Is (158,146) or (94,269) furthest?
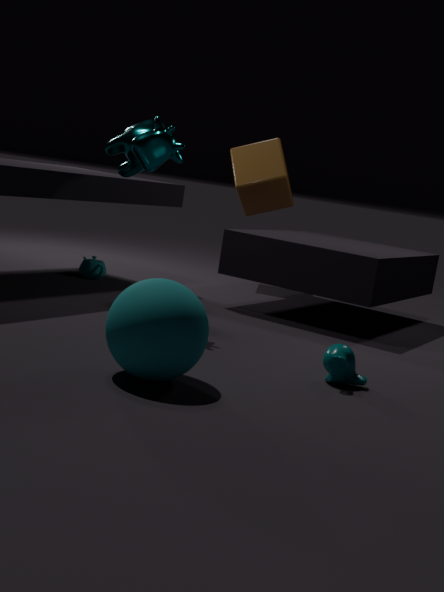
(94,269)
